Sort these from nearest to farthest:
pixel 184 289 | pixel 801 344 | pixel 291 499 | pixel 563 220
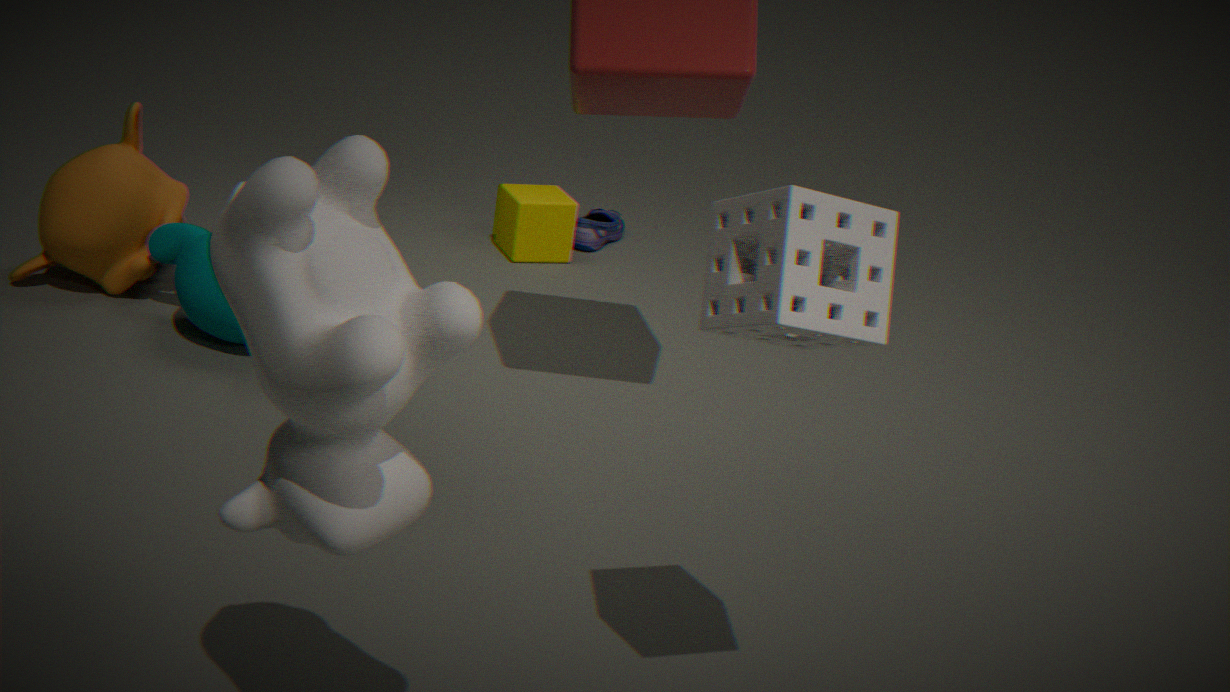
pixel 291 499
pixel 801 344
pixel 184 289
pixel 563 220
